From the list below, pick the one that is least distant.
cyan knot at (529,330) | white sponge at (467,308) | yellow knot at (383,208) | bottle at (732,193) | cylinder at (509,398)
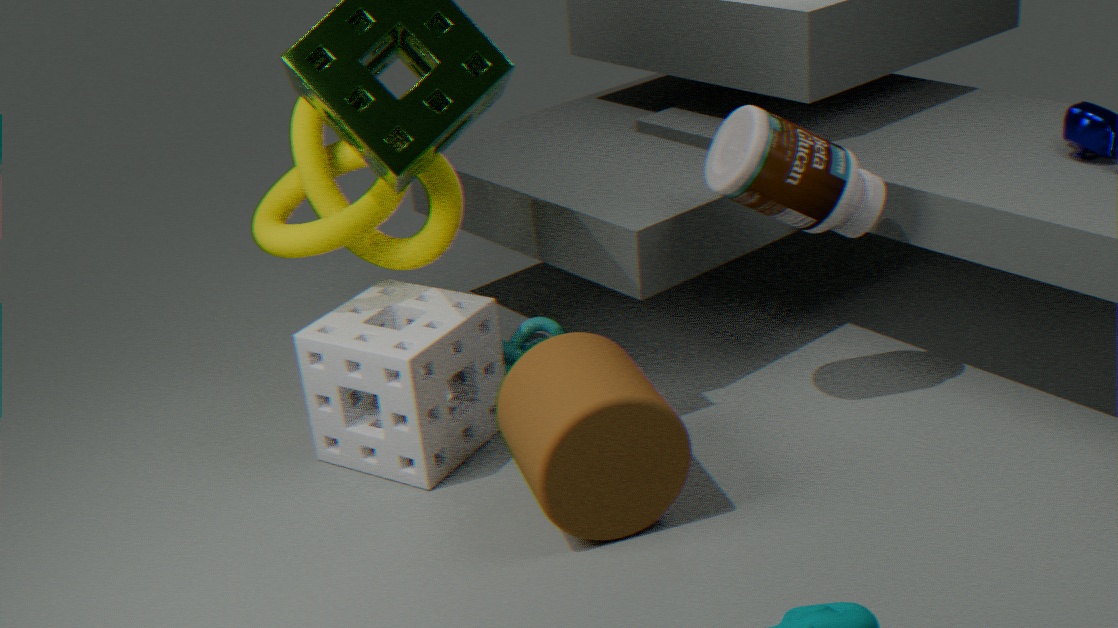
cylinder at (509,398)
